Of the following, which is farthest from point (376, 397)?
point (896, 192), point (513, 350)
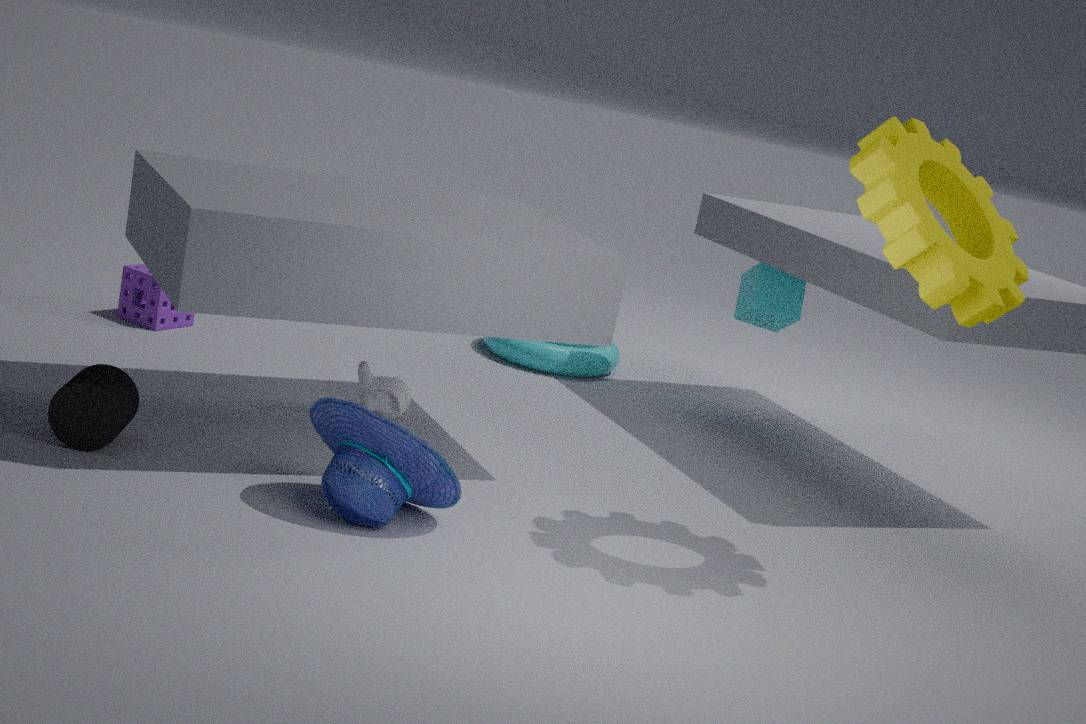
point (896, 192)
